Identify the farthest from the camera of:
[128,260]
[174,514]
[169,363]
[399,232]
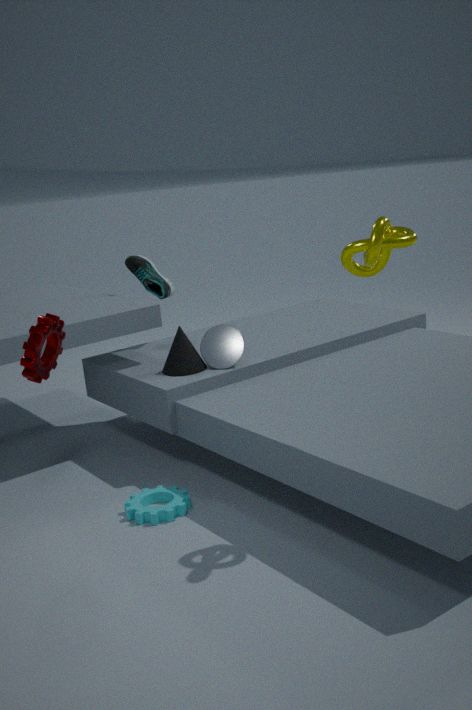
[128,260]
